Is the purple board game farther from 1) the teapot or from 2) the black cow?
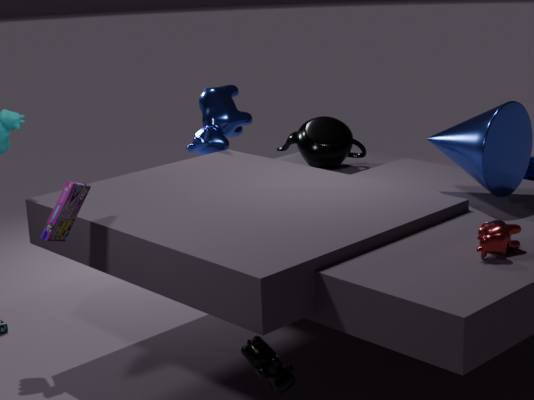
1) the teapot
